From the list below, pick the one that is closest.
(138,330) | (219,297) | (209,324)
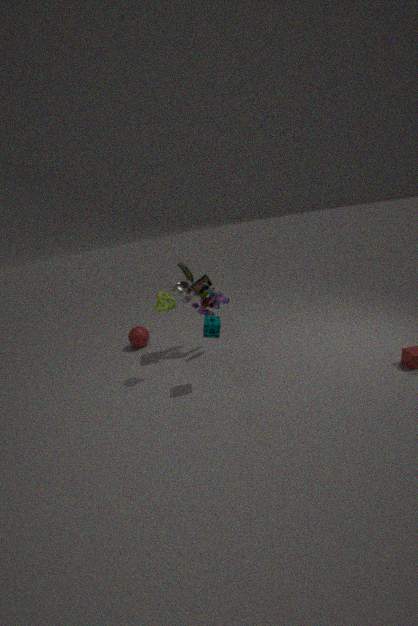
(209,324)
